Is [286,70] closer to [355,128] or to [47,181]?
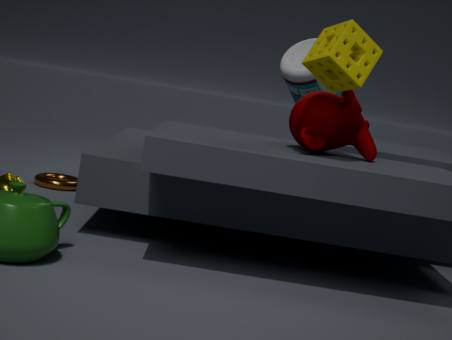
[355,128]
